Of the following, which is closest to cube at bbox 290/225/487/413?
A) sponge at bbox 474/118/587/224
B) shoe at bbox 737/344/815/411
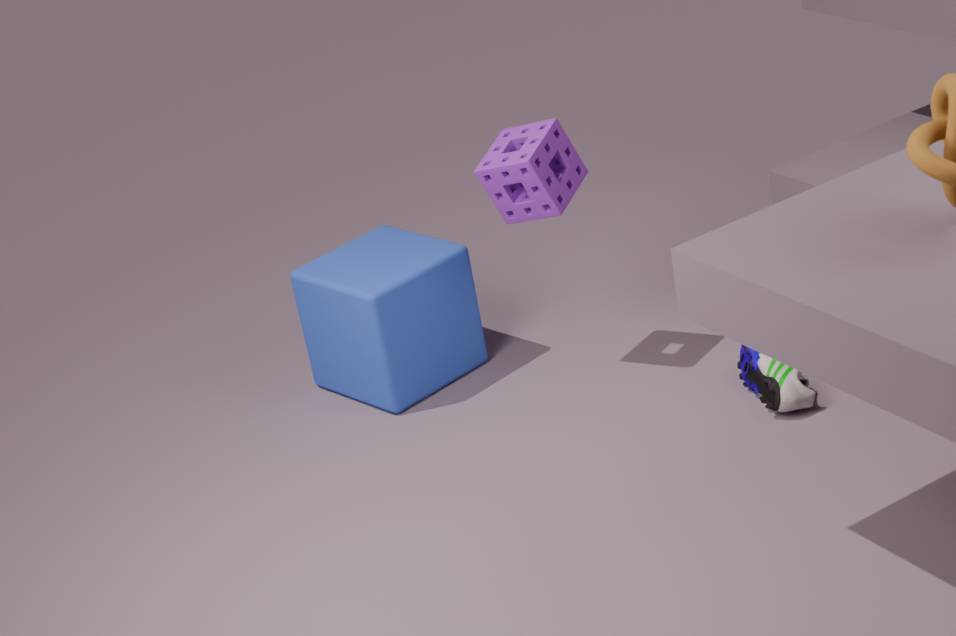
sponge at bbox 474/118/587/224
